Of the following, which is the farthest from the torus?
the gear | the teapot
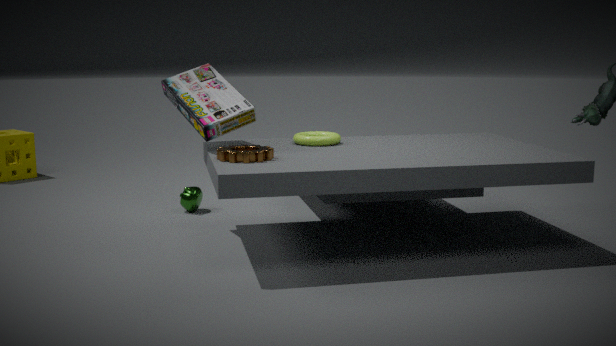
the teapot
